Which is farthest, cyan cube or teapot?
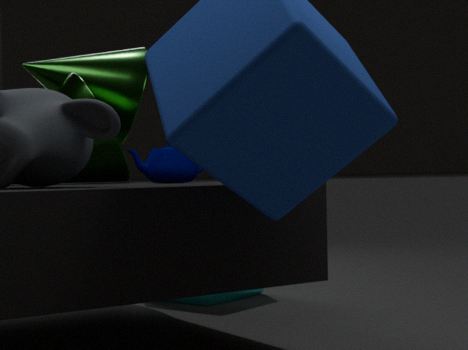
cyan cube
